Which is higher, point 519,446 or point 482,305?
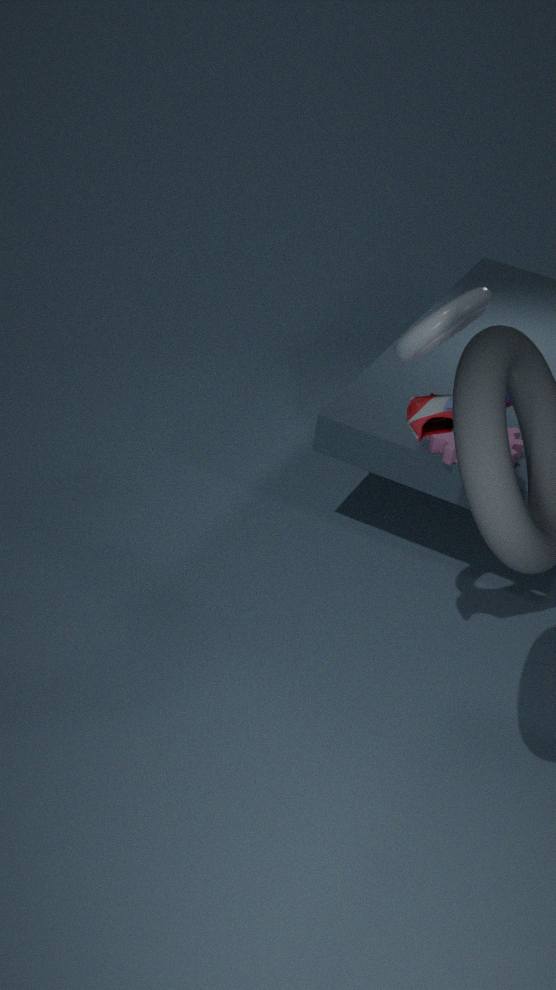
point 482,305
